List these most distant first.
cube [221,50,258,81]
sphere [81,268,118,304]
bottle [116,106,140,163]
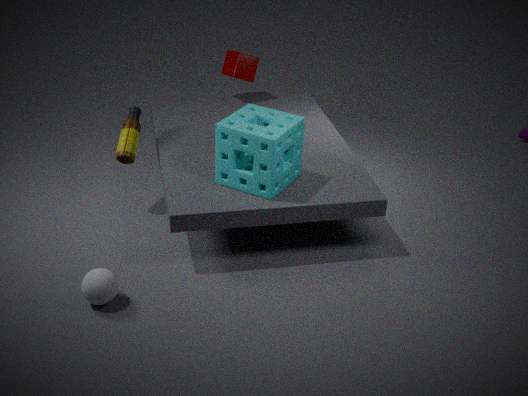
1. cube [221,50,258,81]
2. bottle [116,106,140,163]
3. sphere [81,268,118,304]
